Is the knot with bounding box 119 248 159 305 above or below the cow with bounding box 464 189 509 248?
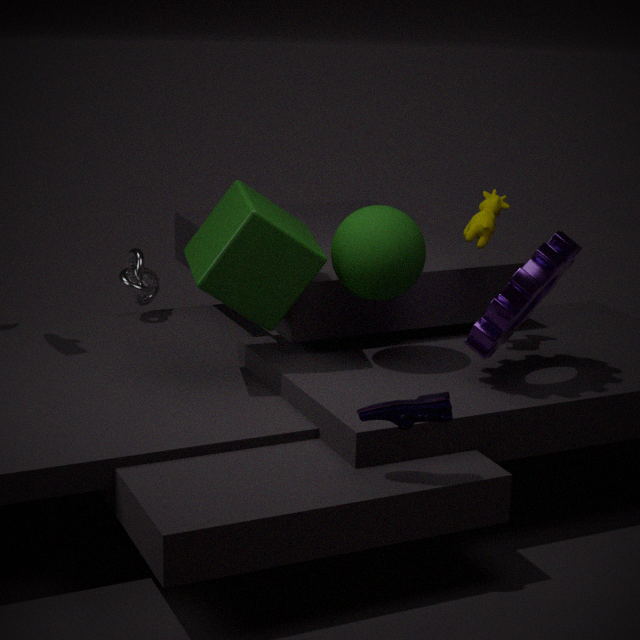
below
